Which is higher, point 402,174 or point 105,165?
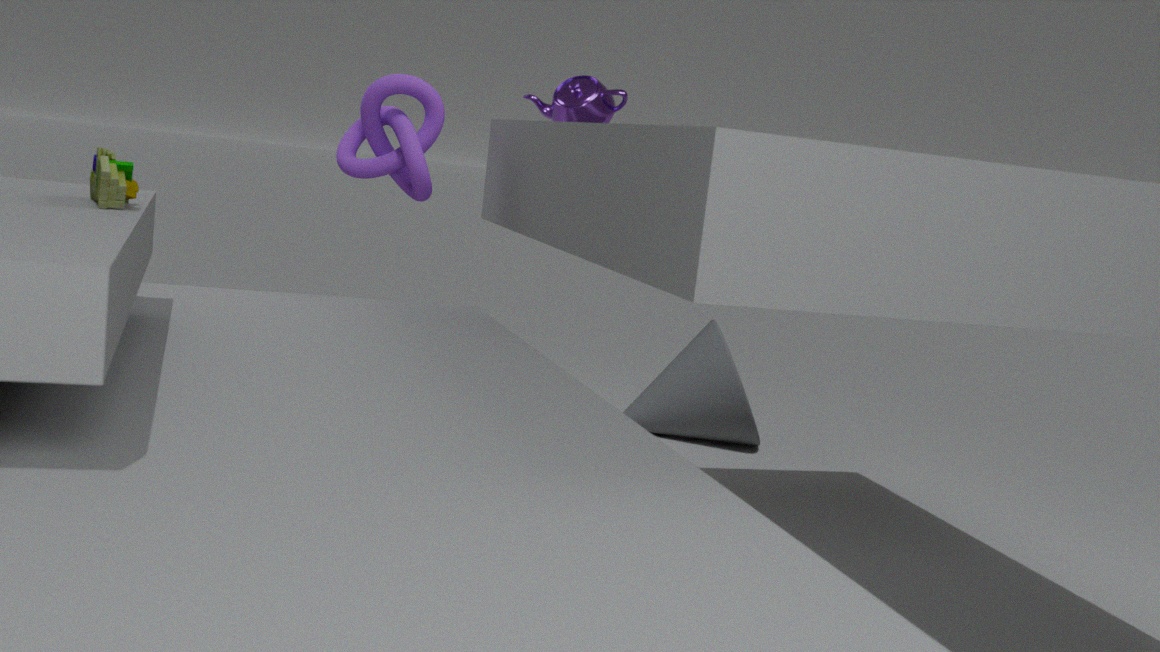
point 402,174
